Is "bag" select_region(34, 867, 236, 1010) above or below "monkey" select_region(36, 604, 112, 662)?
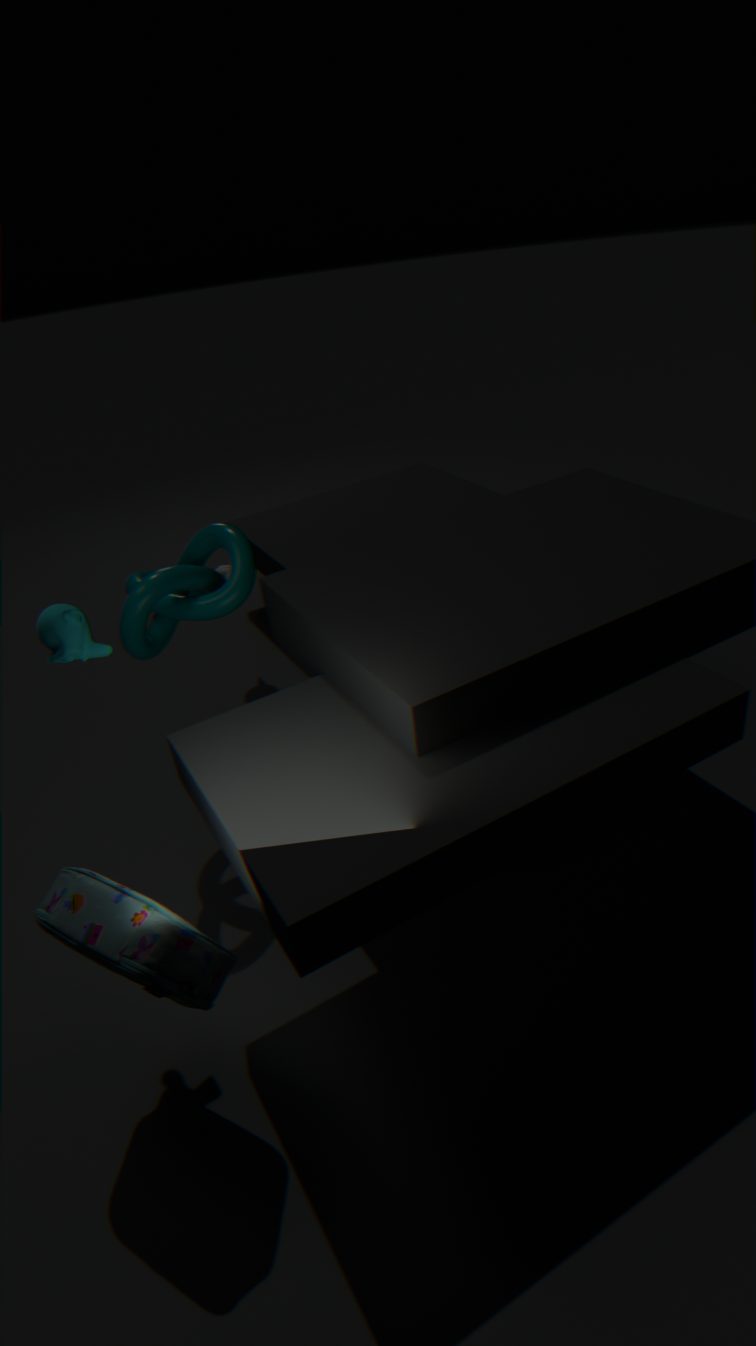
below
